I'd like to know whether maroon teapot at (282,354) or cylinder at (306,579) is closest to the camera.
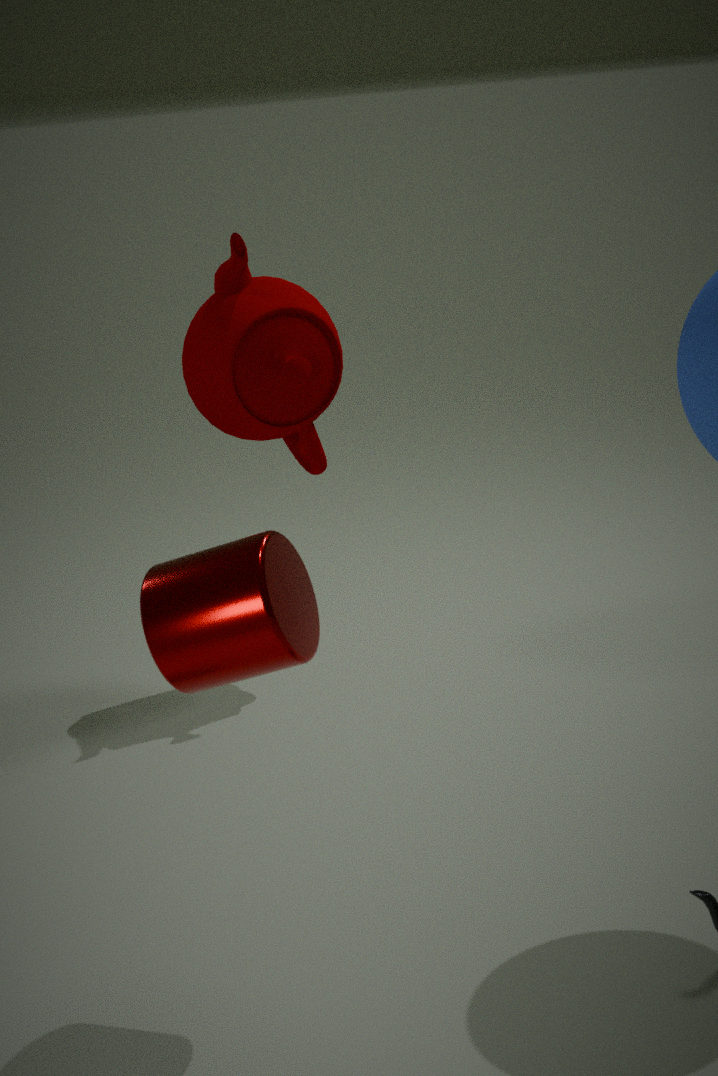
cylinder at (306,579)
